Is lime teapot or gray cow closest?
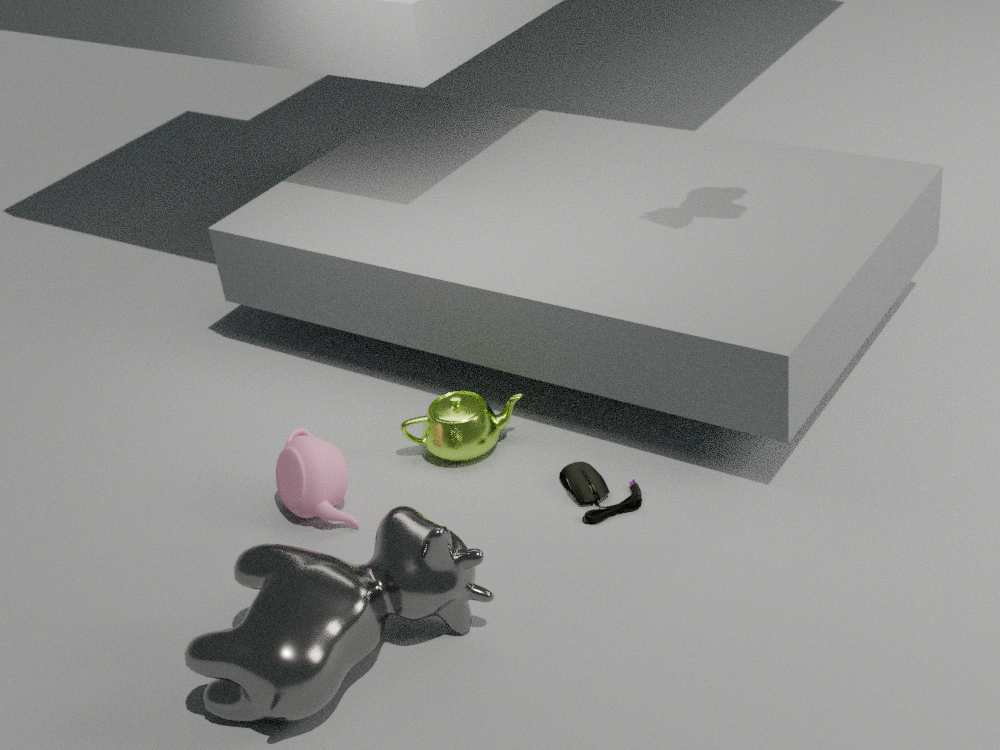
gray cow
